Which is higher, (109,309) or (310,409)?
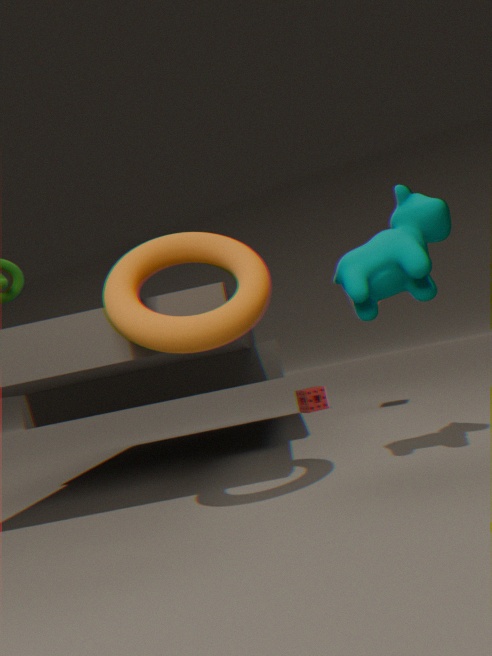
(109,309)
